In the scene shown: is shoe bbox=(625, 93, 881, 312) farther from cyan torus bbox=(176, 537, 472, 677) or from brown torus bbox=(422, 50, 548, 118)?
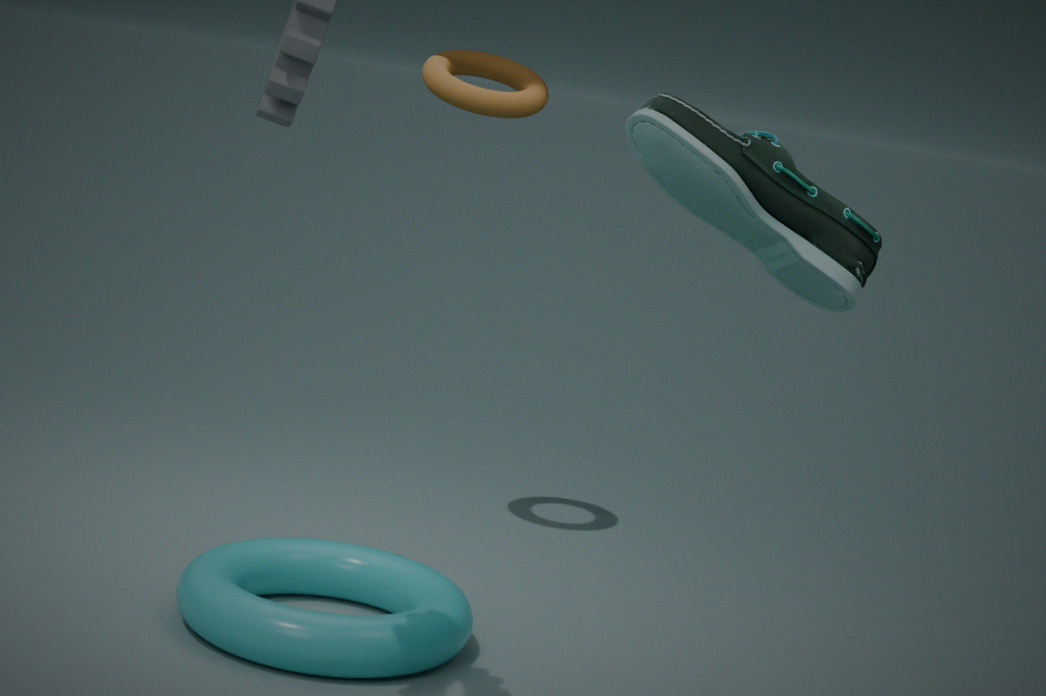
brown torus bbox=(422, 50, 548, 118)
